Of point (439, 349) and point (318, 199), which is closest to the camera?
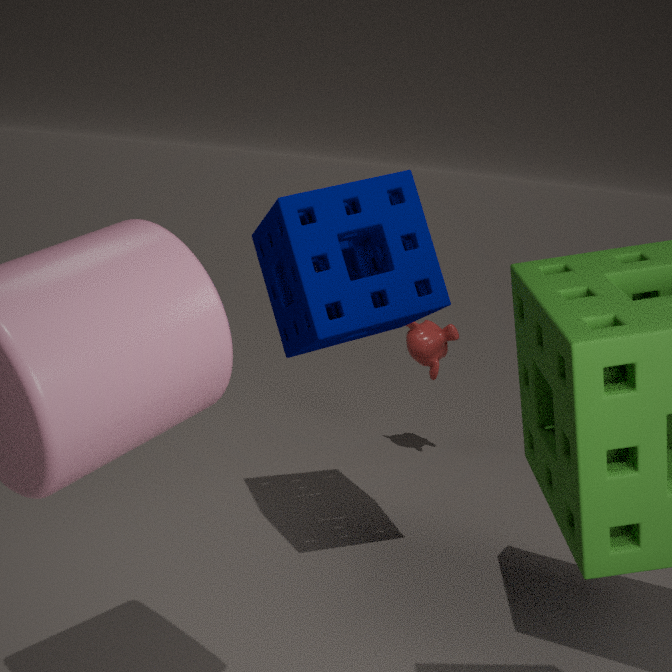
point (318, 199)
